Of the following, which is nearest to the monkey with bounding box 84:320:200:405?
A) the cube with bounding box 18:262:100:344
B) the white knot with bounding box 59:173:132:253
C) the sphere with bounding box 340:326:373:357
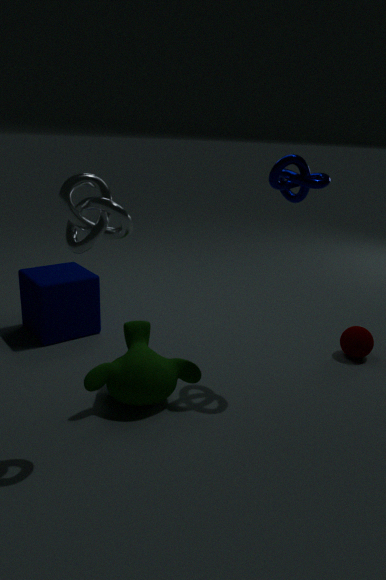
the cube with bounding box 18:262:100:344
